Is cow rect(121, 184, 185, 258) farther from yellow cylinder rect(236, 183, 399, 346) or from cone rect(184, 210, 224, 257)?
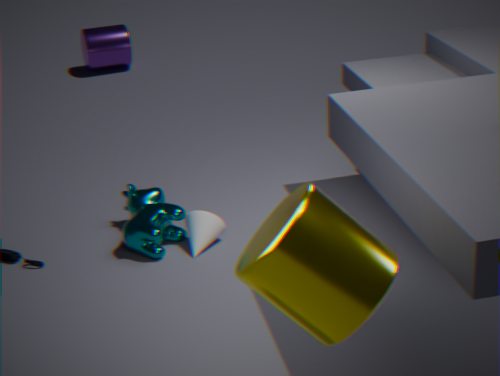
yellow cylinder rect(236, 183, 399, 346)
